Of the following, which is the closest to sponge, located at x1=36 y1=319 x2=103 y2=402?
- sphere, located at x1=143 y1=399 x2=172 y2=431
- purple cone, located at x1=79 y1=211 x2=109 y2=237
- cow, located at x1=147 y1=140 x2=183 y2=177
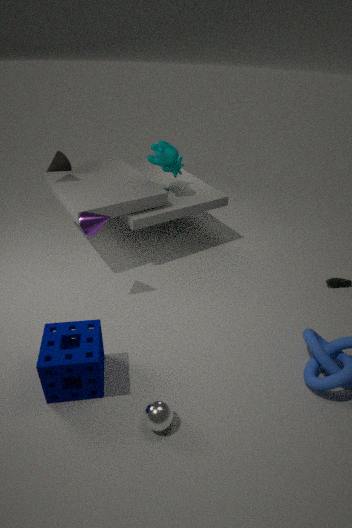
sphere, located at x1=143 y1=399 x2=172 y2=431
